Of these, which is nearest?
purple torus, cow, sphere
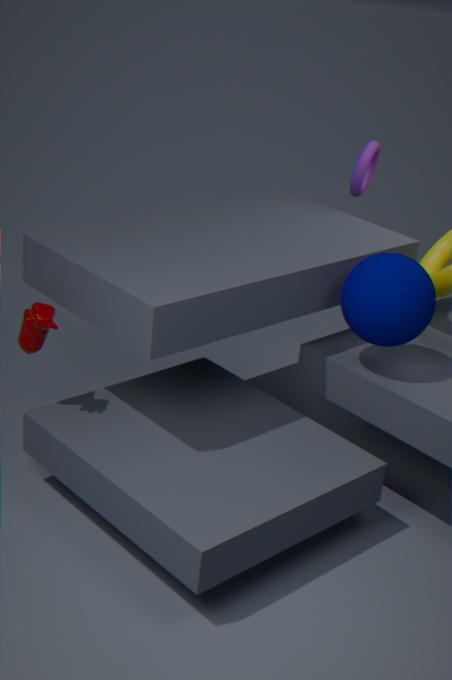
cow
